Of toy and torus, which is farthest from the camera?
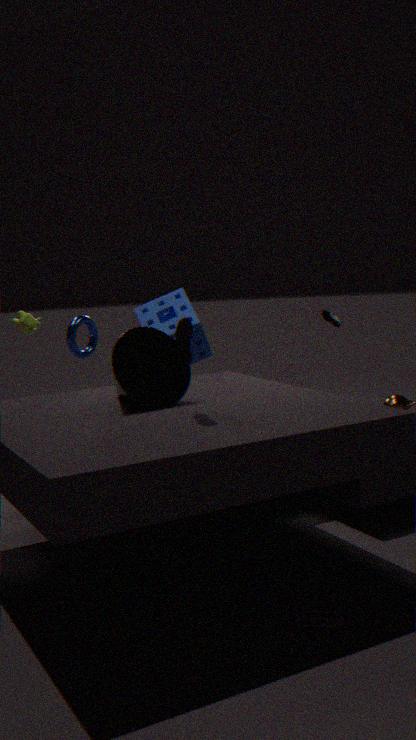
torus
